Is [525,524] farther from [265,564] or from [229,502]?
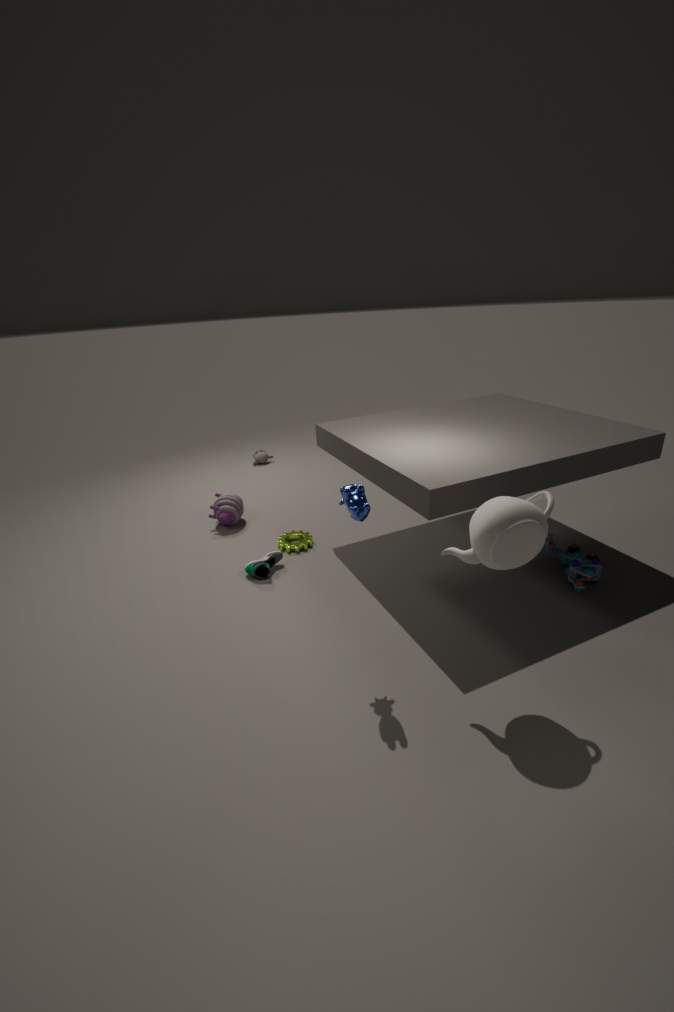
[229,502]
